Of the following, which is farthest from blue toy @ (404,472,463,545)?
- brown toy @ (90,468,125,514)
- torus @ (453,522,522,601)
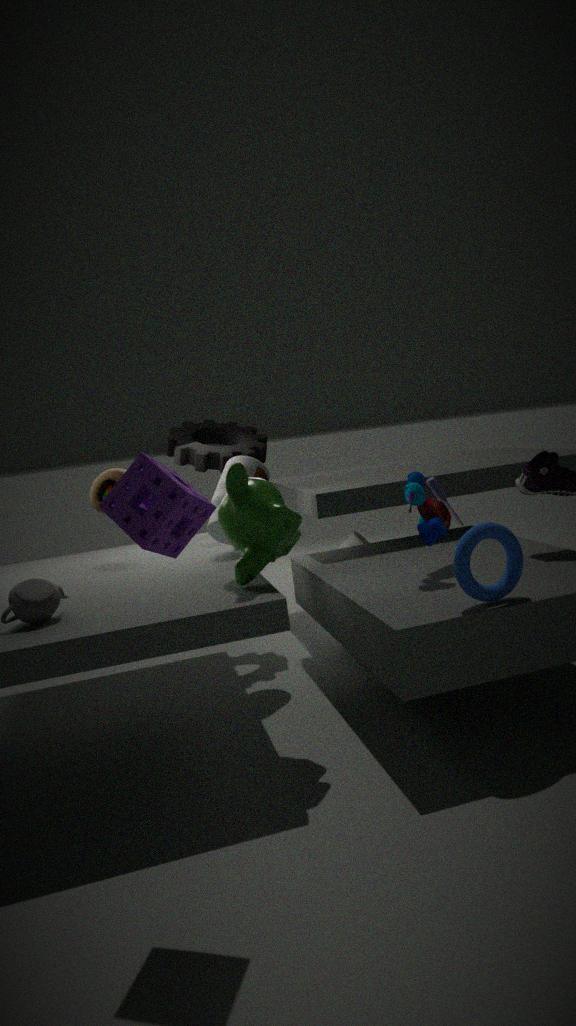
brown toy @ (90,468,125,514)
